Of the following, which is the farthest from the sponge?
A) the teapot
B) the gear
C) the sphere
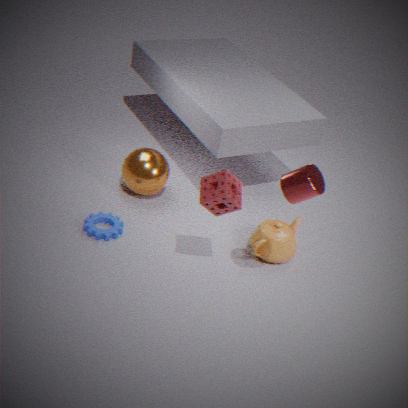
the sphere
